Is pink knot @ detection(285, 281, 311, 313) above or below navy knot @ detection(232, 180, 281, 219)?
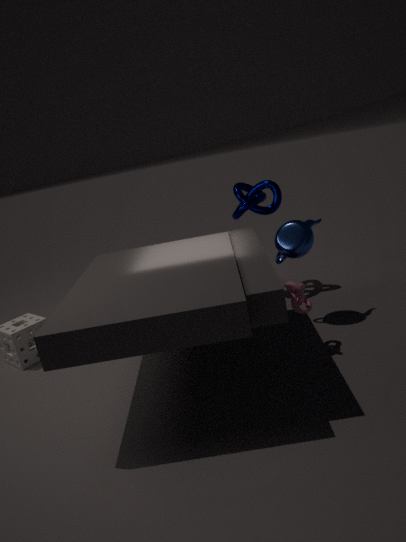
below
